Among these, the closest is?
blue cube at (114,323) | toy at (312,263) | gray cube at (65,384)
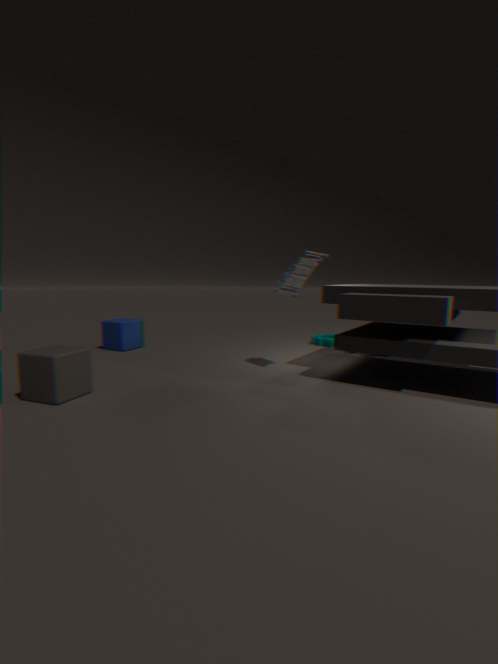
gray cube at (65,384)
